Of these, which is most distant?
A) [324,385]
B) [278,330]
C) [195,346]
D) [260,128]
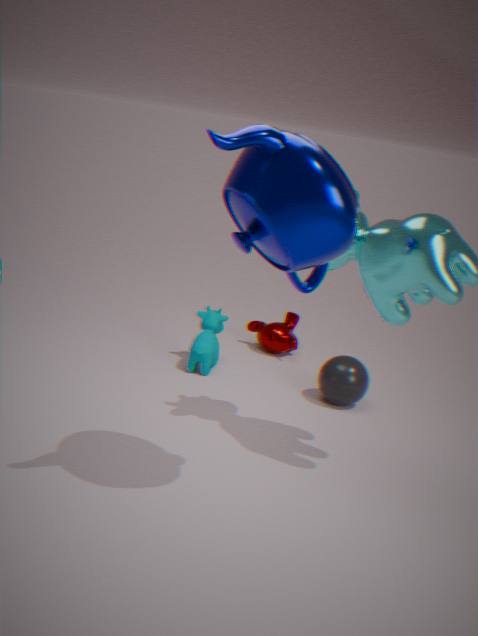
[278,330]
